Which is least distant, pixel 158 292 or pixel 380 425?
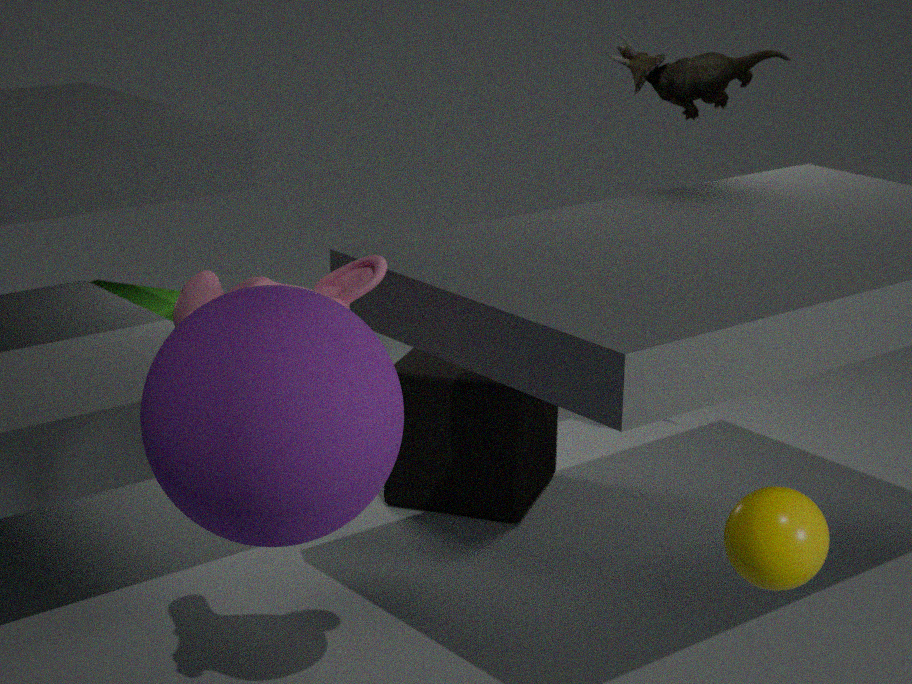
pixel 380 425
